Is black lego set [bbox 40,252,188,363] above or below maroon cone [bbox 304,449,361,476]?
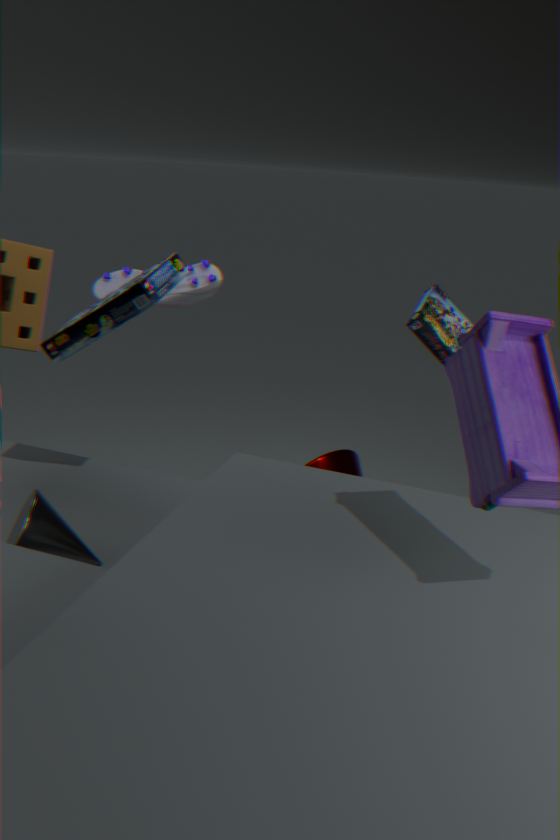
above
